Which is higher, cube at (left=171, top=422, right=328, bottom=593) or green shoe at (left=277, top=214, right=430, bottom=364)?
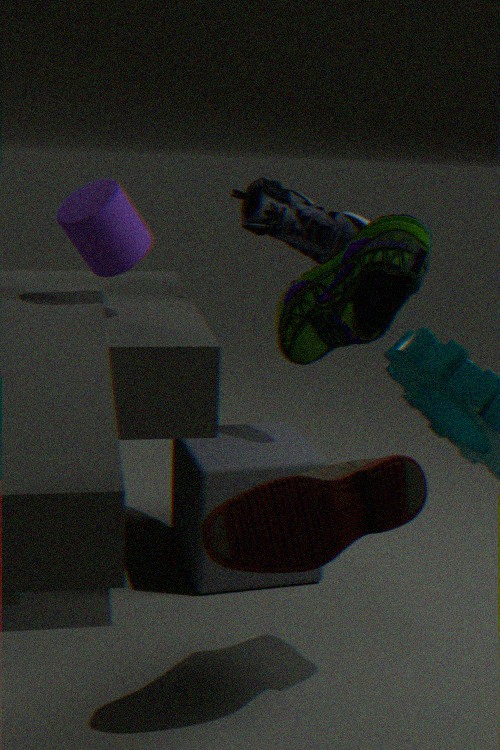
green shoe at (left=277, top=214, right=430, bottom=364)
